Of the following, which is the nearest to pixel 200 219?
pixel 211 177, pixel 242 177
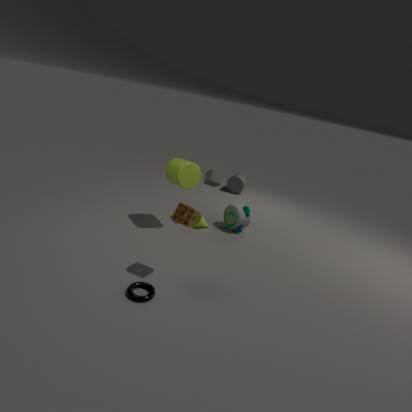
pixel 211 177
